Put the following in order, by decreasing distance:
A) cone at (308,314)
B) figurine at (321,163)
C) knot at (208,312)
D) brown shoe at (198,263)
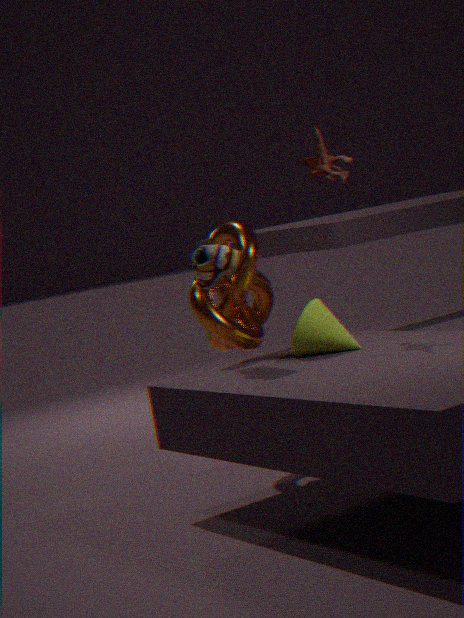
knot at (208,312) → figurine at (321,163) → cone at (308,314) → brown shoe at (198,263)
